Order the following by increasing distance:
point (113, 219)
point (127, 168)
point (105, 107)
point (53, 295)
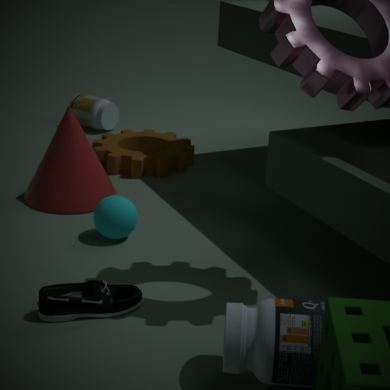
point (53, 295)
point (113, 219)
point (127, 168)
point (105, 107)
